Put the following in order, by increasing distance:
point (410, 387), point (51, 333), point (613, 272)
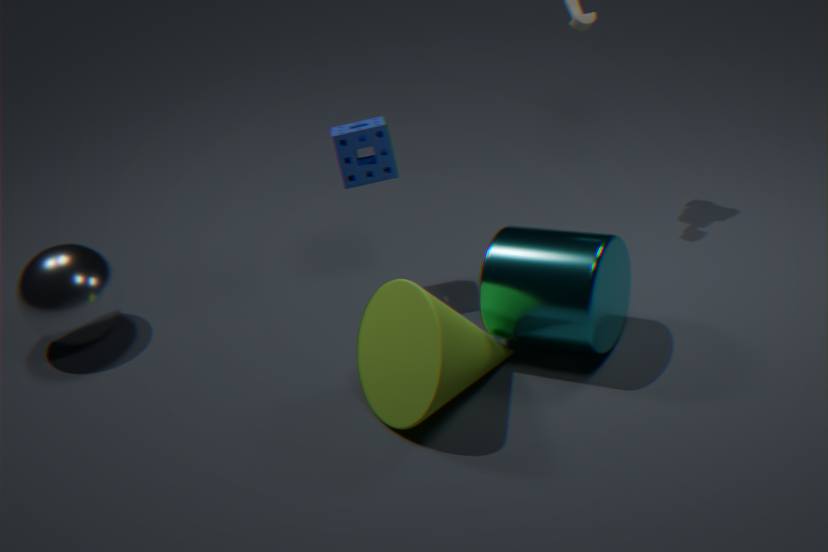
1. point (410, 387)
2. point (613, 272)
3. point (51, 333)
